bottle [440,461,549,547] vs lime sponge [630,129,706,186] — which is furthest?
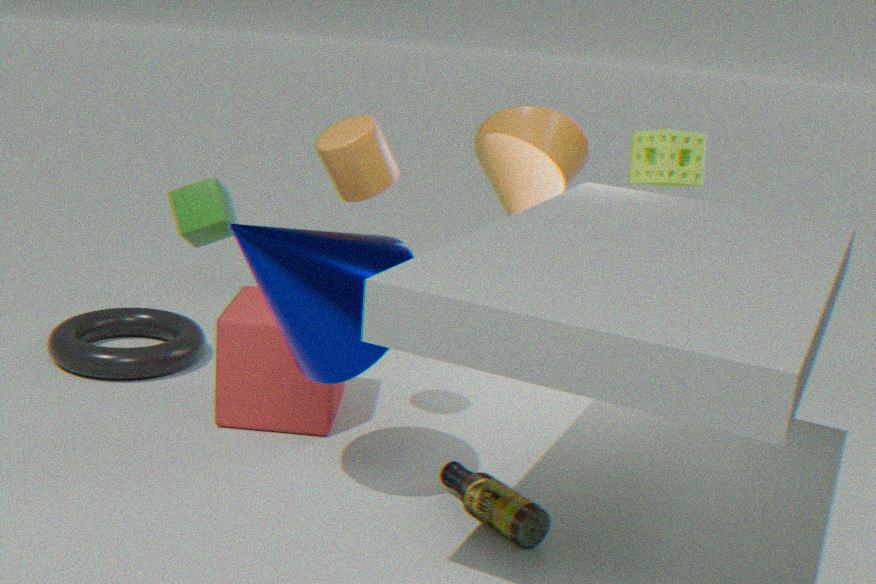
lime sponge [630,129,706,186]
